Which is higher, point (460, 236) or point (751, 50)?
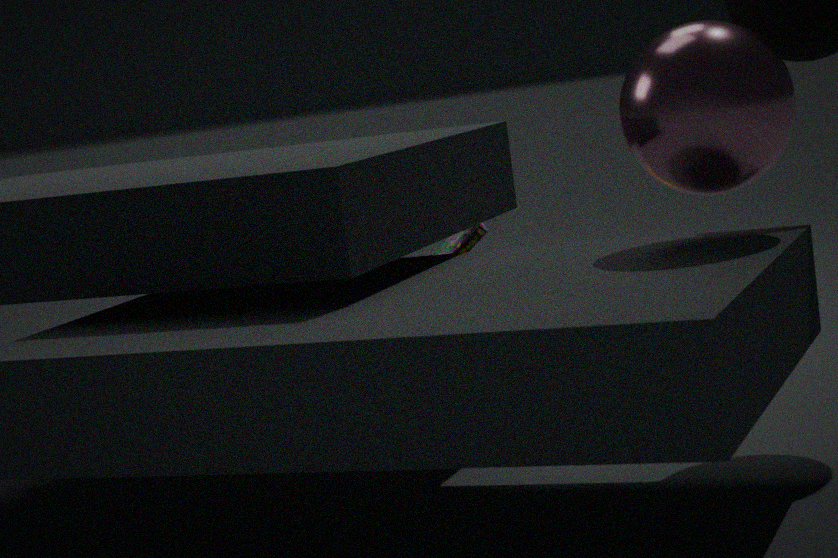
point (751, 50)
